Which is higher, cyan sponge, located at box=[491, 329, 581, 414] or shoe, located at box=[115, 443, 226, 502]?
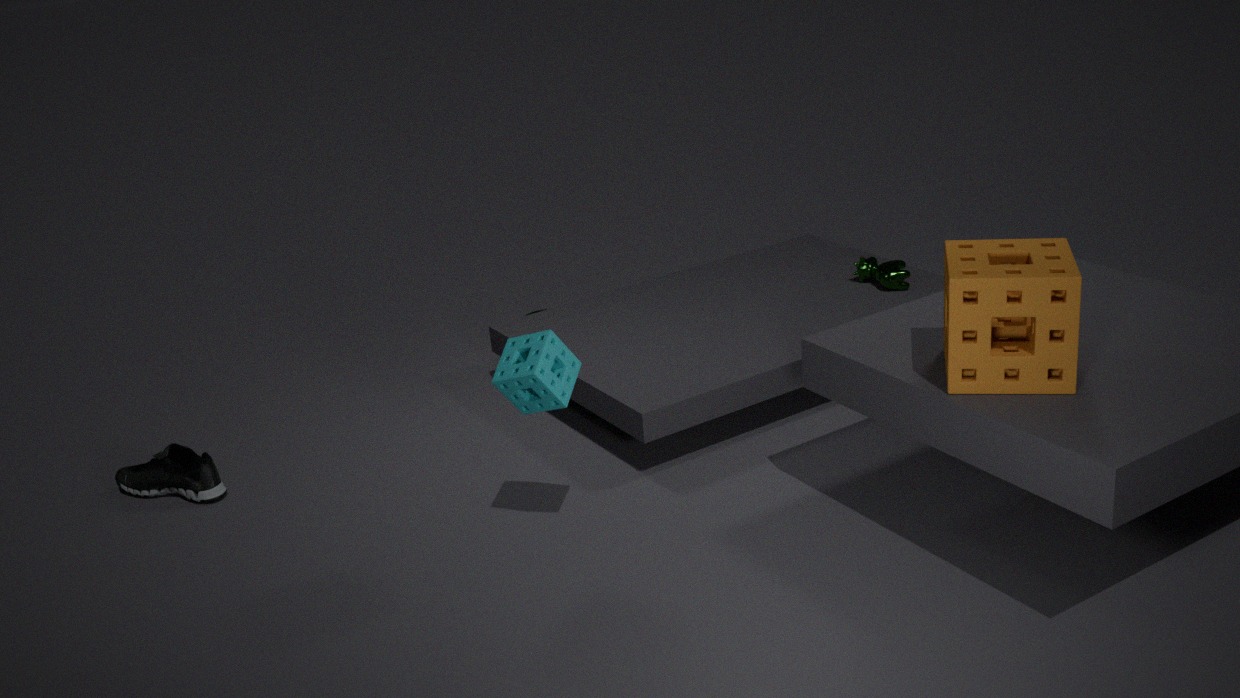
cyan sponge, located at box=[491, 329, 581, 414]
